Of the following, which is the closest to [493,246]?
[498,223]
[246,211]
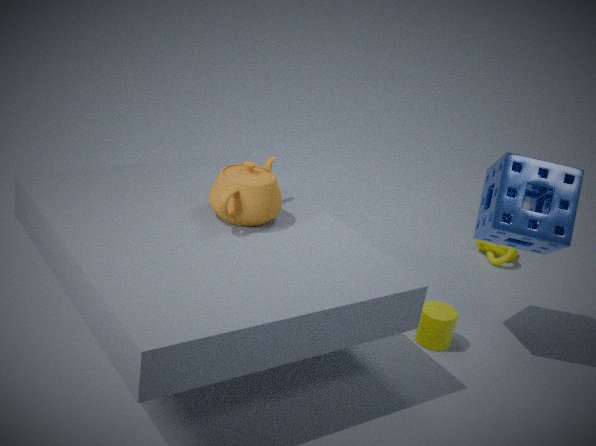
[498,223]
